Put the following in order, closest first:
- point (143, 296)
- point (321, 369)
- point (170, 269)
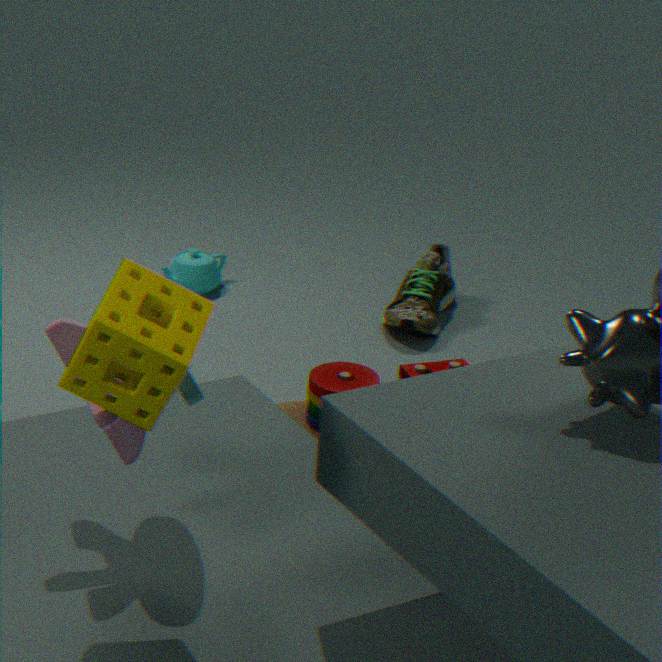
point (143, 296) < point (321, 369) < point (170, 269)
